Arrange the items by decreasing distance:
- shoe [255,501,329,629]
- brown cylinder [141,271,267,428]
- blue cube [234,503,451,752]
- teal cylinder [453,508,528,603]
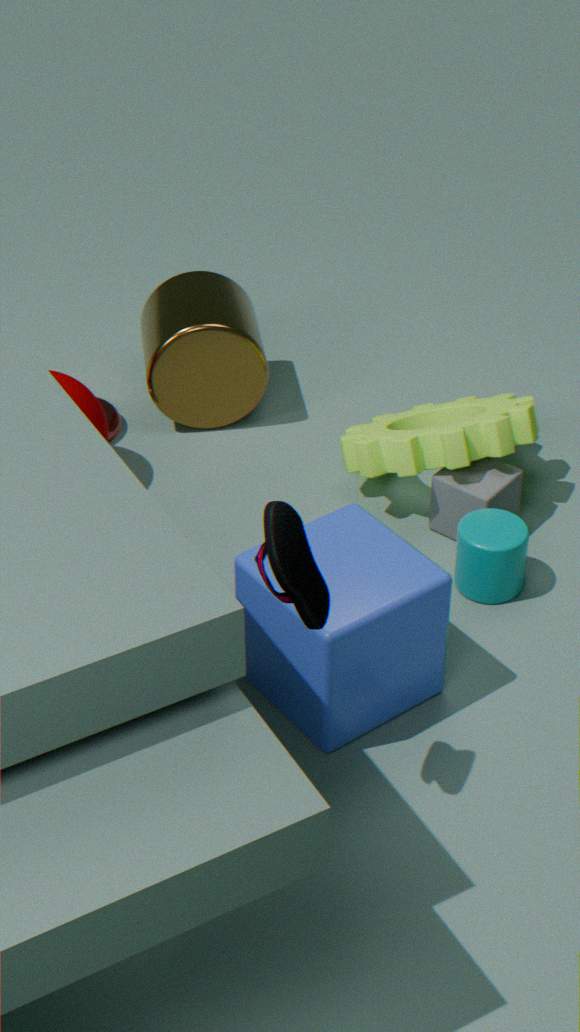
brown cylinder [141,271,267,428]
teal cylinder [453,508,528,603]
blue cube [234,503,451,752]
shoe [255,501,329,629]
